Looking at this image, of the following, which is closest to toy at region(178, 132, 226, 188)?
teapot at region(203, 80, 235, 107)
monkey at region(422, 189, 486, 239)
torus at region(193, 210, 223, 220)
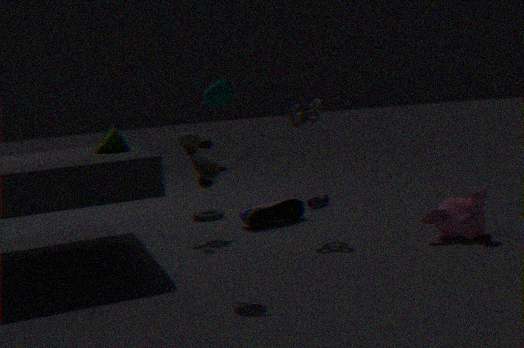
torus at region(193, 210, 223, 220)
